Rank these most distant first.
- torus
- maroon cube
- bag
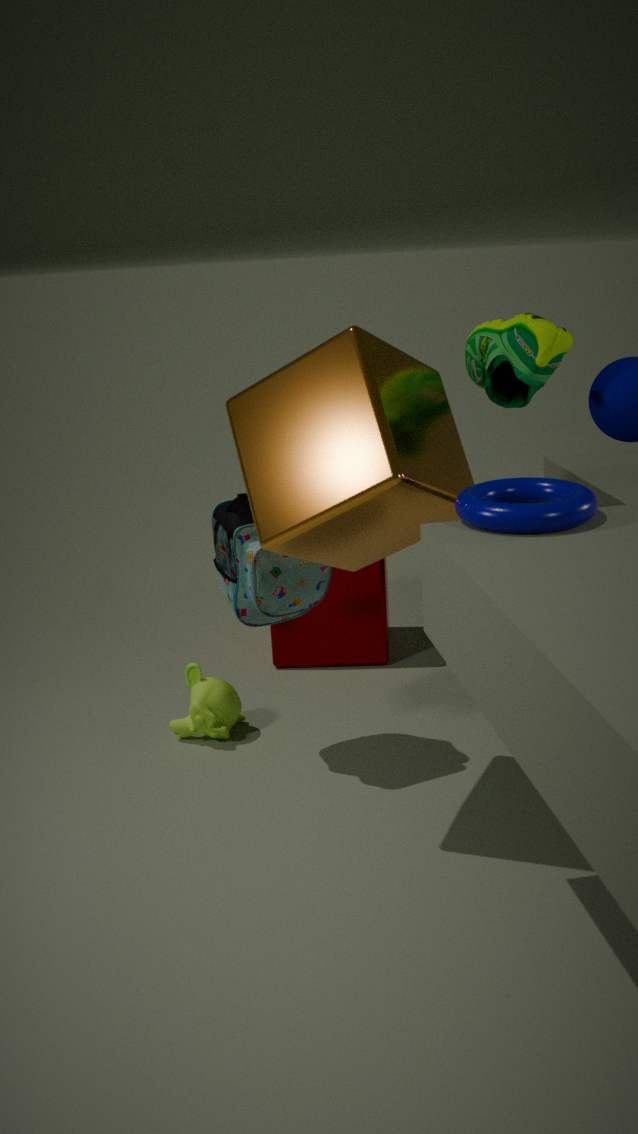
maroon cube < bag < torus
